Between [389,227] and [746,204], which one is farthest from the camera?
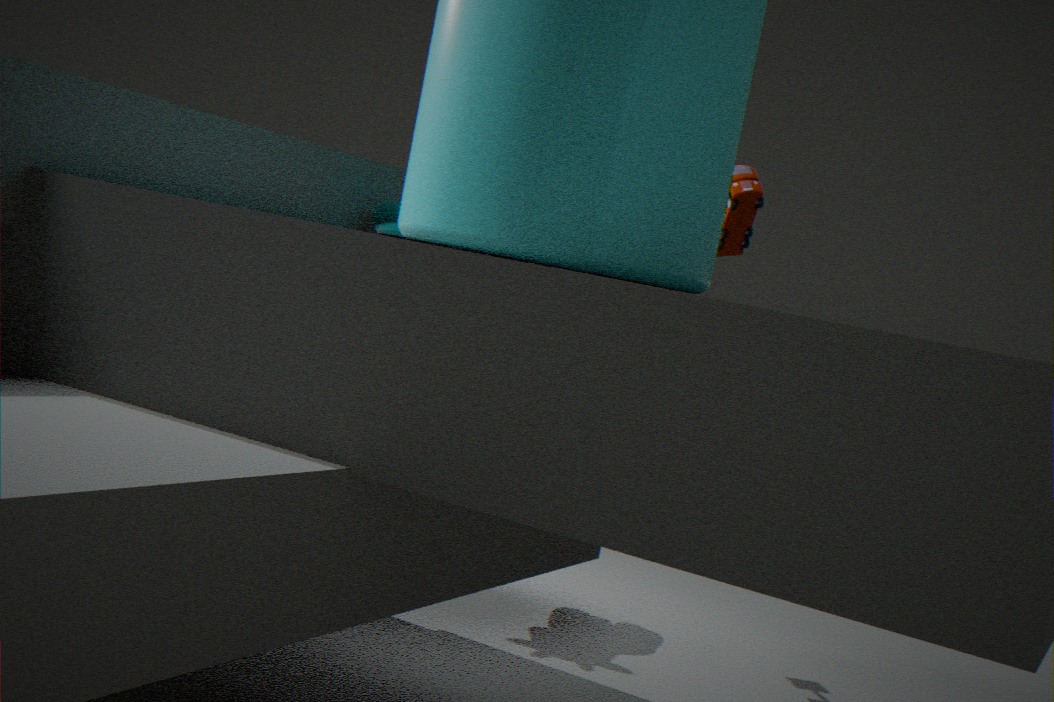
[746,204]
